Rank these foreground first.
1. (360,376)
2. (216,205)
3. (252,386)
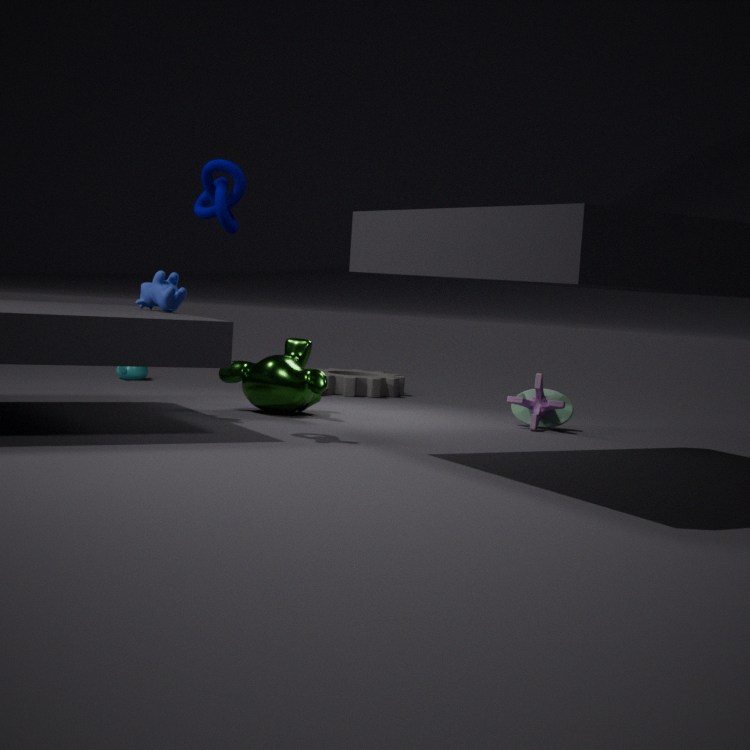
1. (216,205)
2. (252,386)
3. (360,376)
